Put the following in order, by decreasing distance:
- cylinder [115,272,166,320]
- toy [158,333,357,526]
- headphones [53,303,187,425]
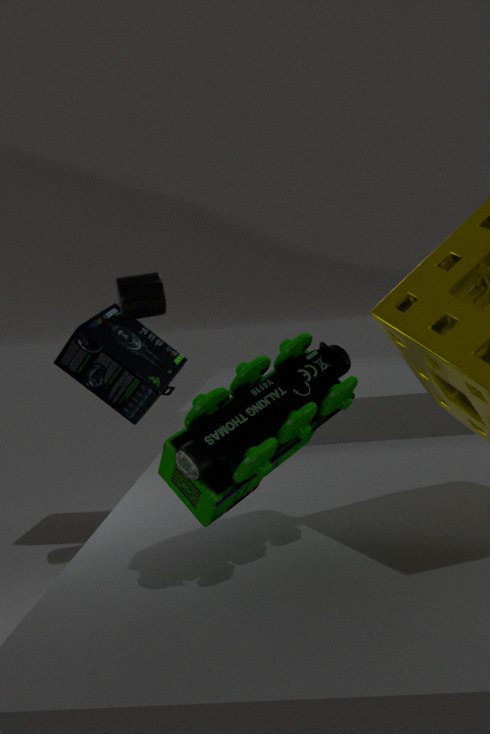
1. headphones [53,303,187,425]
2. cylinder [115,272,166,320]
3. toy [158,333,357,526]
